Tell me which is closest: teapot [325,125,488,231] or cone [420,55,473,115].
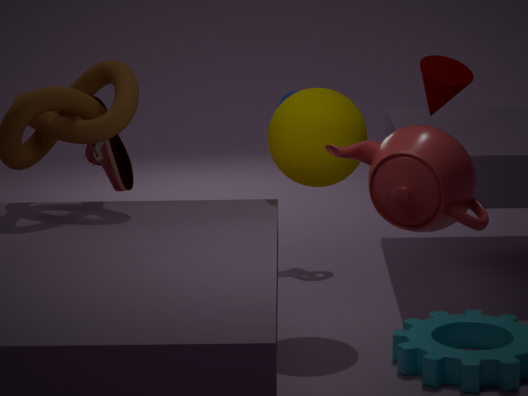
teapot [325,125,488,231]
